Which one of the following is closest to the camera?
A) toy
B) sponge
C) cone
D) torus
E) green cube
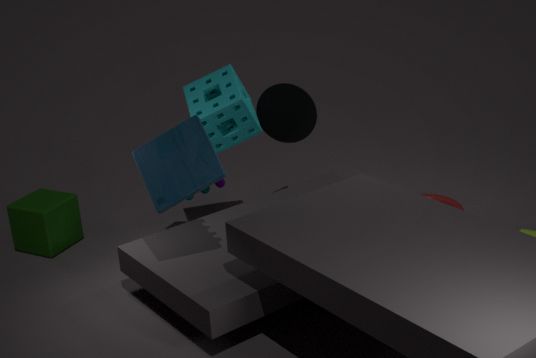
toy
